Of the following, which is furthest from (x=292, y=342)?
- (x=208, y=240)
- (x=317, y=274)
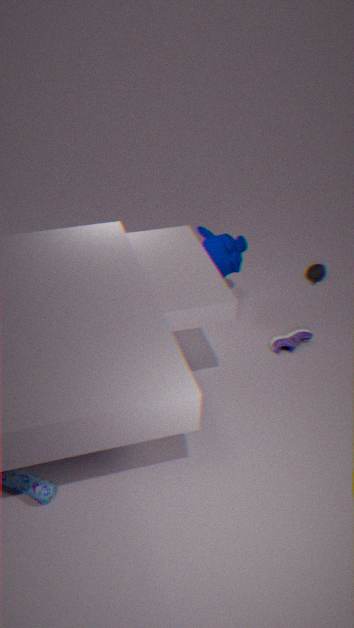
(x=317, y=274)
